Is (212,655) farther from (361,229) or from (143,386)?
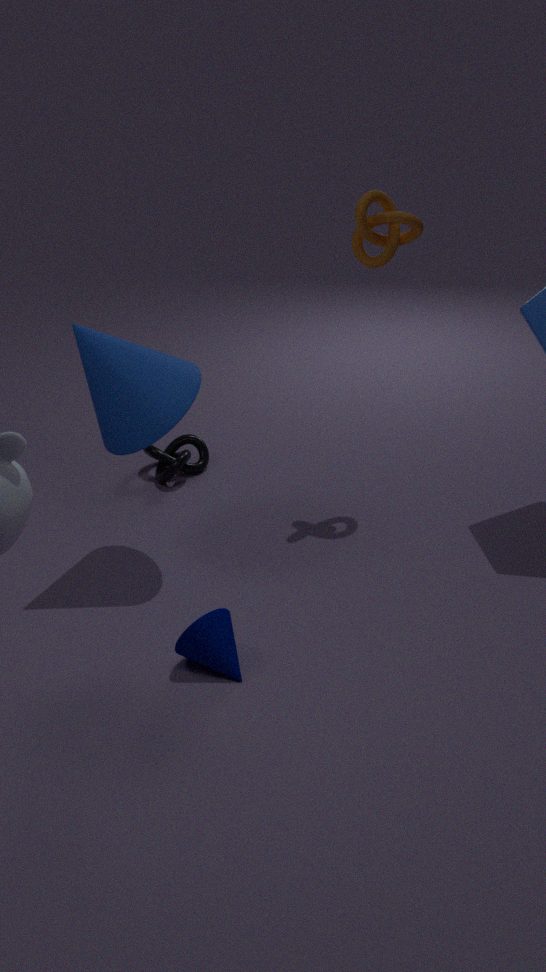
(361,229)
